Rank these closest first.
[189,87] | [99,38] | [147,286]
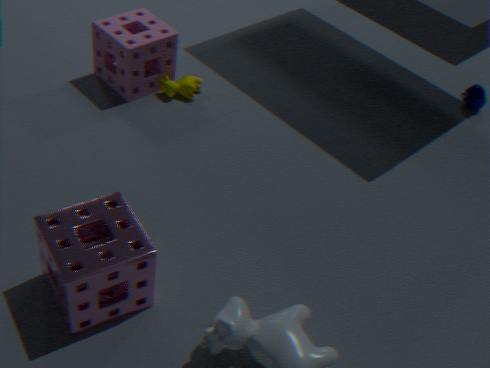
[147,286] → [99,38] → [189,87]
